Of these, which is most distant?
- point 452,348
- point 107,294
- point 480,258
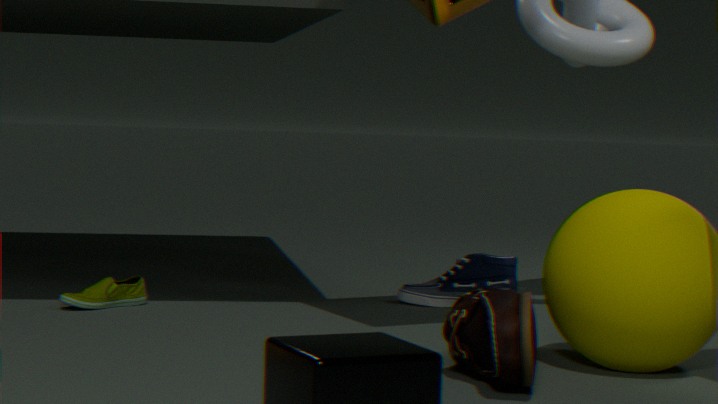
point 480,258
